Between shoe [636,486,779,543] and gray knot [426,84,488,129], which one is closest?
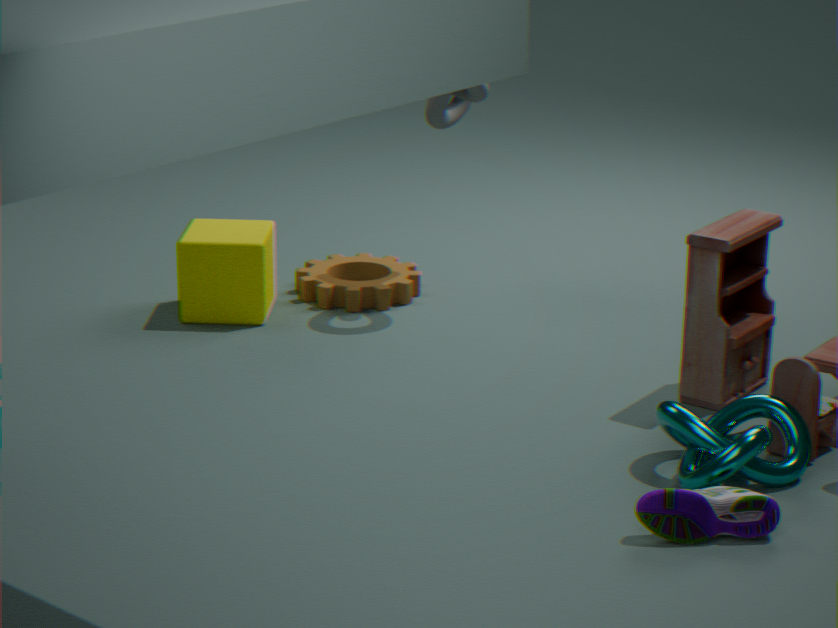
shoe [636,486,779,543]
